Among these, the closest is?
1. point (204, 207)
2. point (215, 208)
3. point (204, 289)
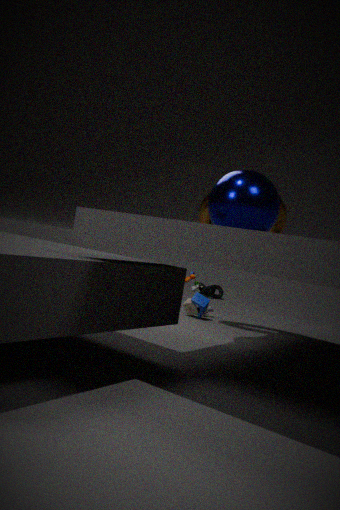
point (215, 208)
